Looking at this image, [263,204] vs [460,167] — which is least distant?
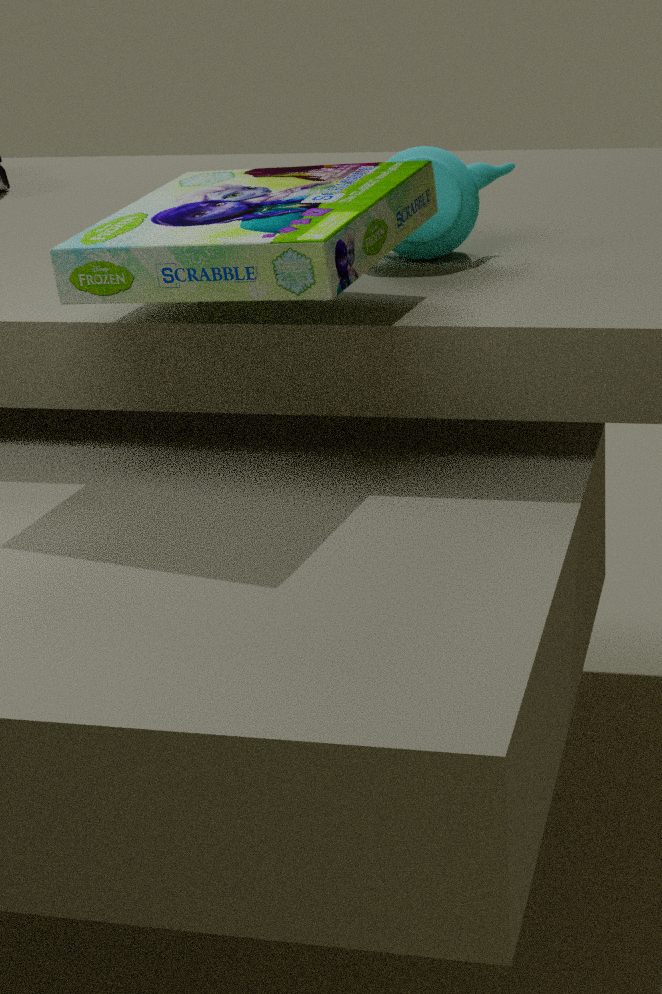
[263,204]
